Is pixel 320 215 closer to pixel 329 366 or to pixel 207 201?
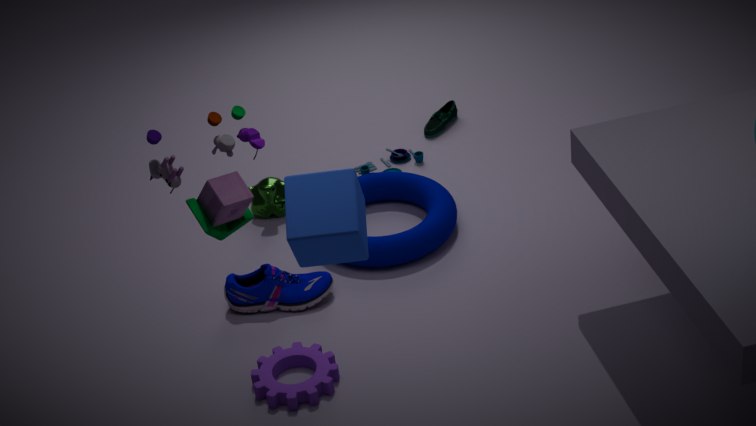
pixel 207 201
